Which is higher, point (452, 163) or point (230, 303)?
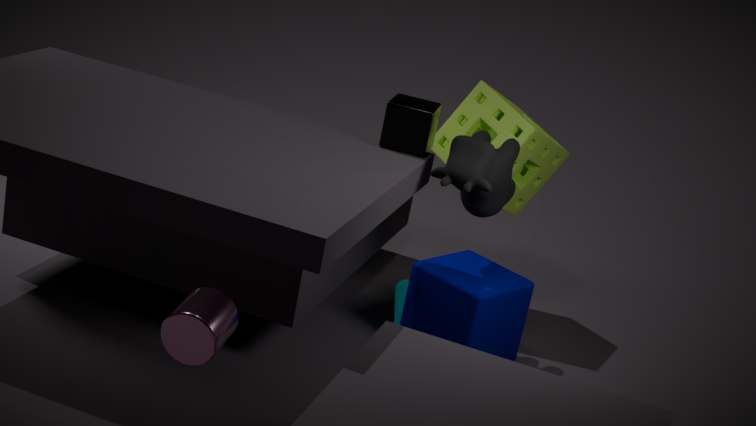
point (452, 163)
